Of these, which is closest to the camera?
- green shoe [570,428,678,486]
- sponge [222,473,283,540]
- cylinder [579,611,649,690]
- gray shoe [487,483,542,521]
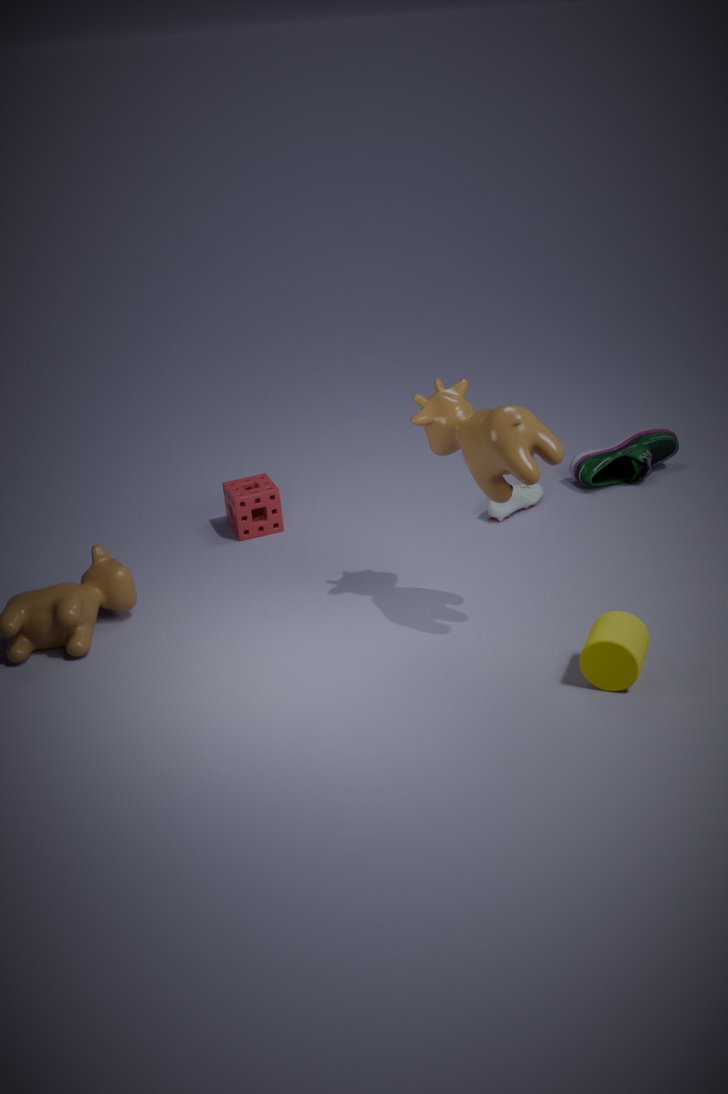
cylinder [579,611,649,690]
